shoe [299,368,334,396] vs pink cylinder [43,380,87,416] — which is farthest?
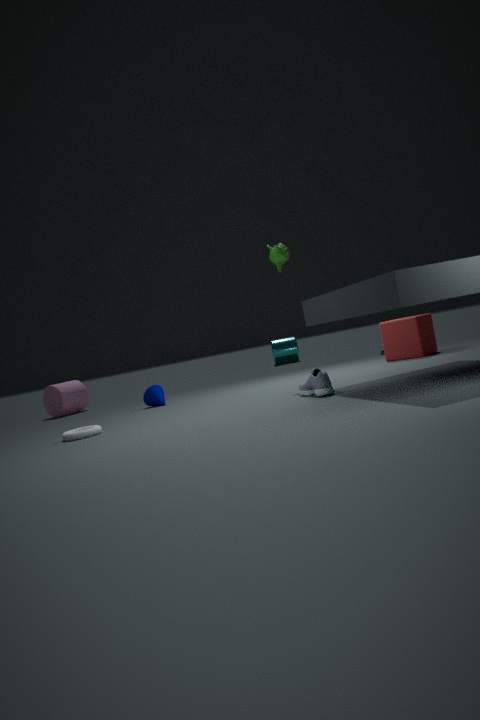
pink cylinder [43,380,87,416]
